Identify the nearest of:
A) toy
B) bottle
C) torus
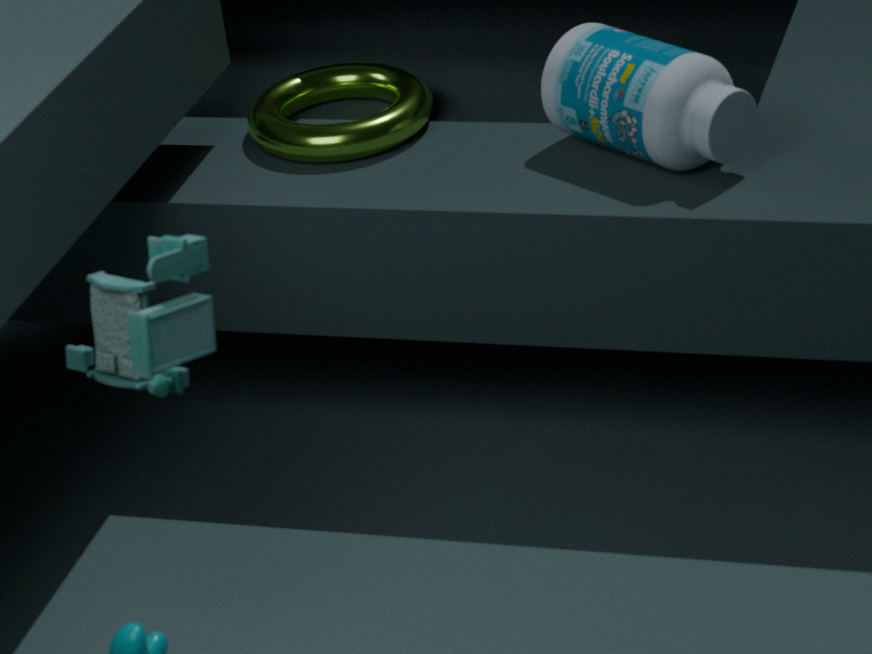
toy
